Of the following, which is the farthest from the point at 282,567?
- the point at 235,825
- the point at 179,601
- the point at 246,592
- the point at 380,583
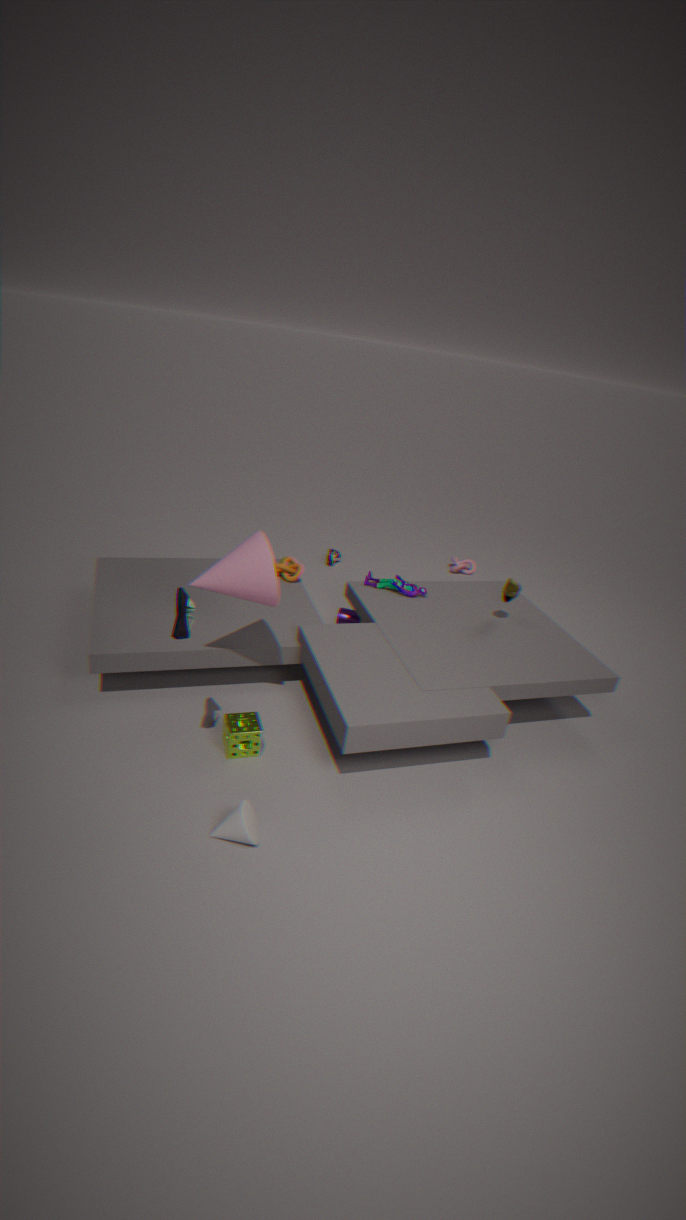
the point at 235,825
